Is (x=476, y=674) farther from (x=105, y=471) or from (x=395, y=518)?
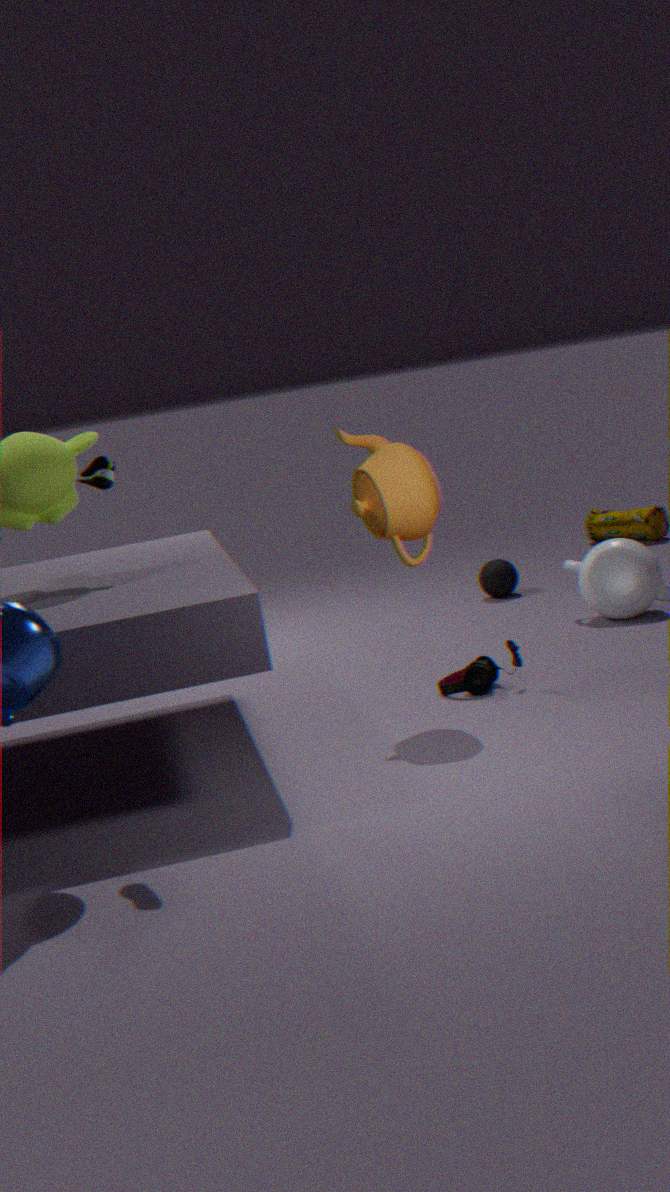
(x=105, y=471)
